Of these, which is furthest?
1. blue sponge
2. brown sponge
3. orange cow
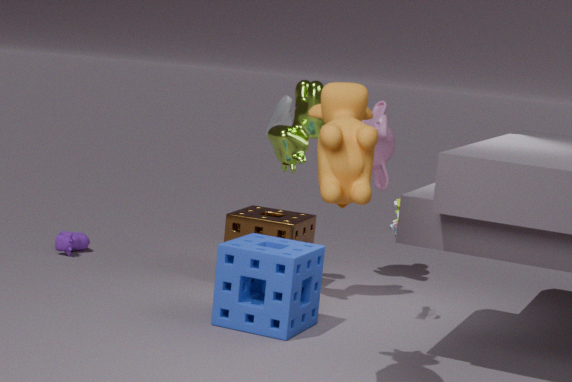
brown sponge
